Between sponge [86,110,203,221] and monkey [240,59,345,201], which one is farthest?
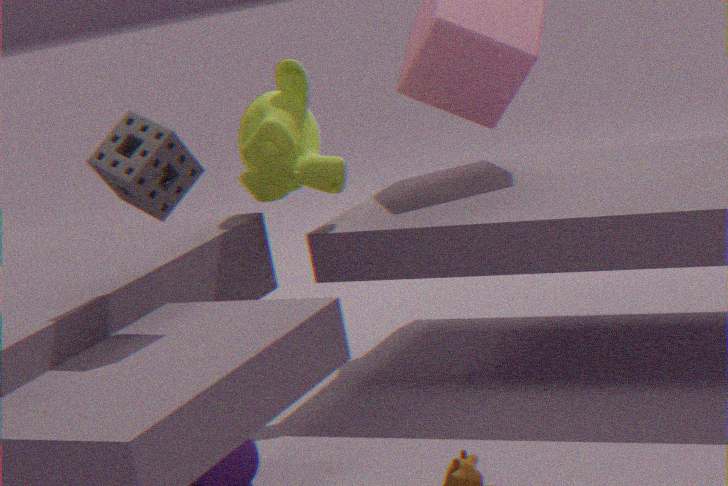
monkey [240,59,345,201]
